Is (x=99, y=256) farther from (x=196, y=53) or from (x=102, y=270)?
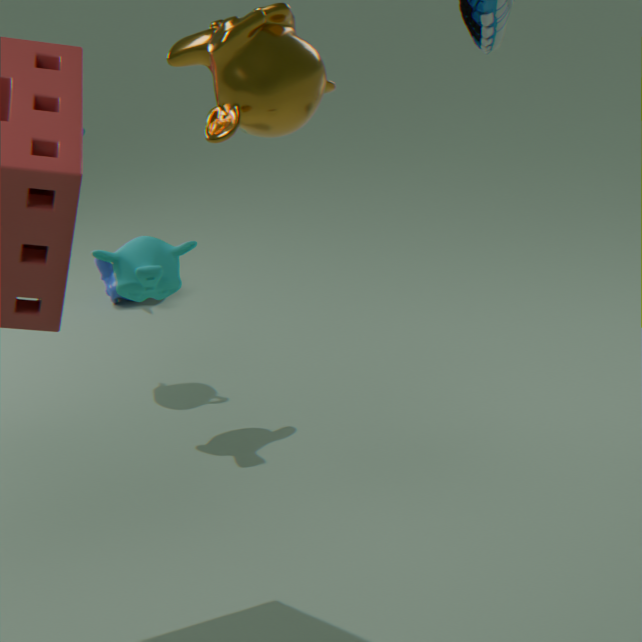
(x=196, y=53)
